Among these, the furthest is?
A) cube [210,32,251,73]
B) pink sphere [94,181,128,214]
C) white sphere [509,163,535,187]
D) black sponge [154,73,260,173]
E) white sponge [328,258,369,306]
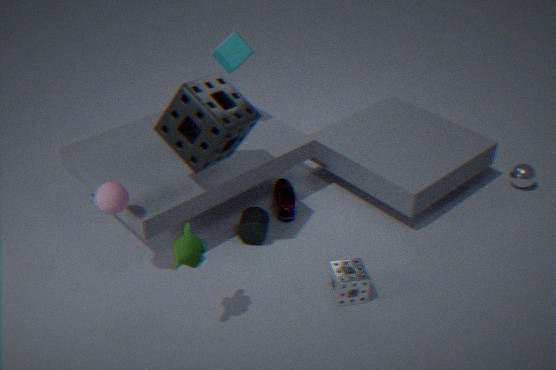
white sphere [509,163,535,187]
